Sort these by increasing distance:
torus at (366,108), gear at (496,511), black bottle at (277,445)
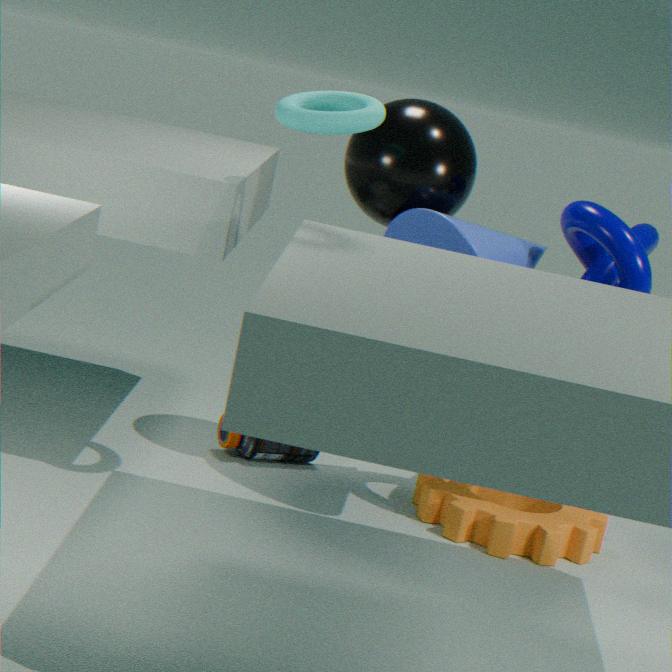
torus at (366,108) < gear at (496,511) < black bottle at (277,445)
